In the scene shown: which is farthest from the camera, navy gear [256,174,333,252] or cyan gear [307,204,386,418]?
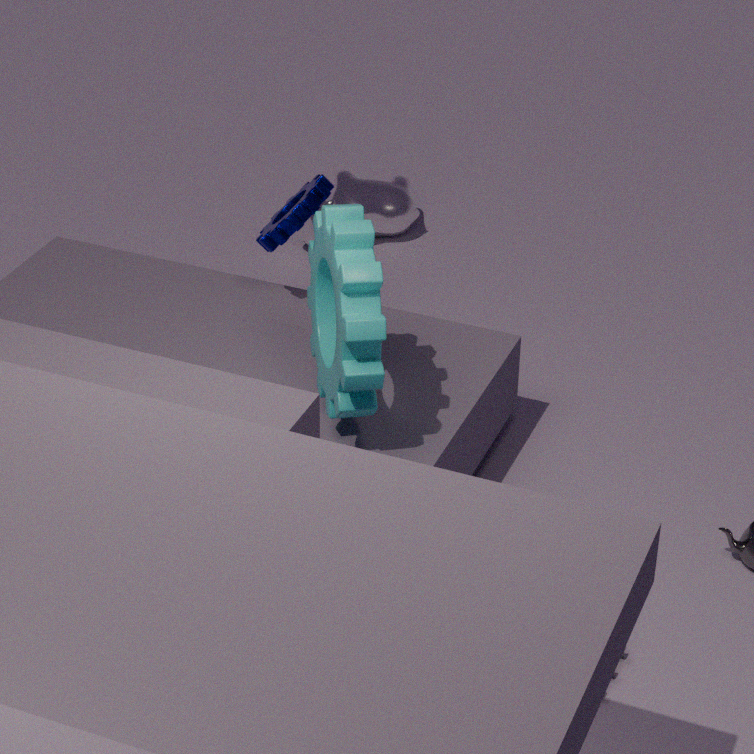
navy gear [256,174,333,252]
